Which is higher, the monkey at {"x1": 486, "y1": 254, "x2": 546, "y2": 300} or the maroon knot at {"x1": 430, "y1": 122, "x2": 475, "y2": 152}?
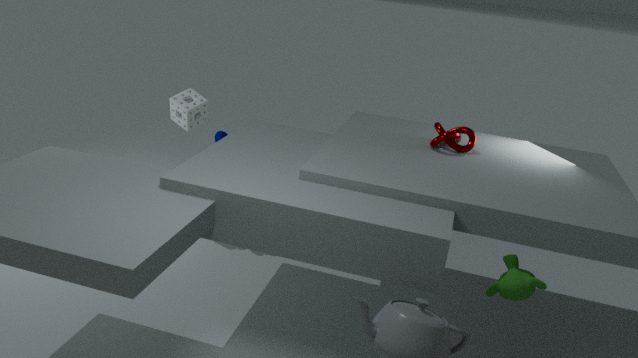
the maroon knot at {"x1": 430, "y1": 122, "x2": 475, "y2": 152}
